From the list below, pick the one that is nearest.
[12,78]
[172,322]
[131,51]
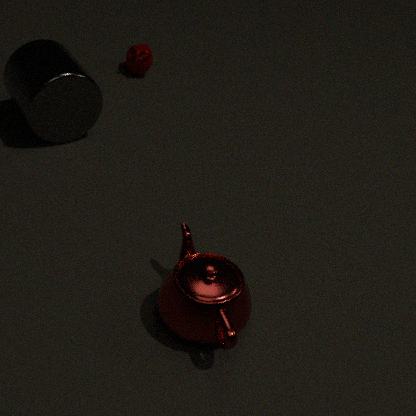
[172,322]
